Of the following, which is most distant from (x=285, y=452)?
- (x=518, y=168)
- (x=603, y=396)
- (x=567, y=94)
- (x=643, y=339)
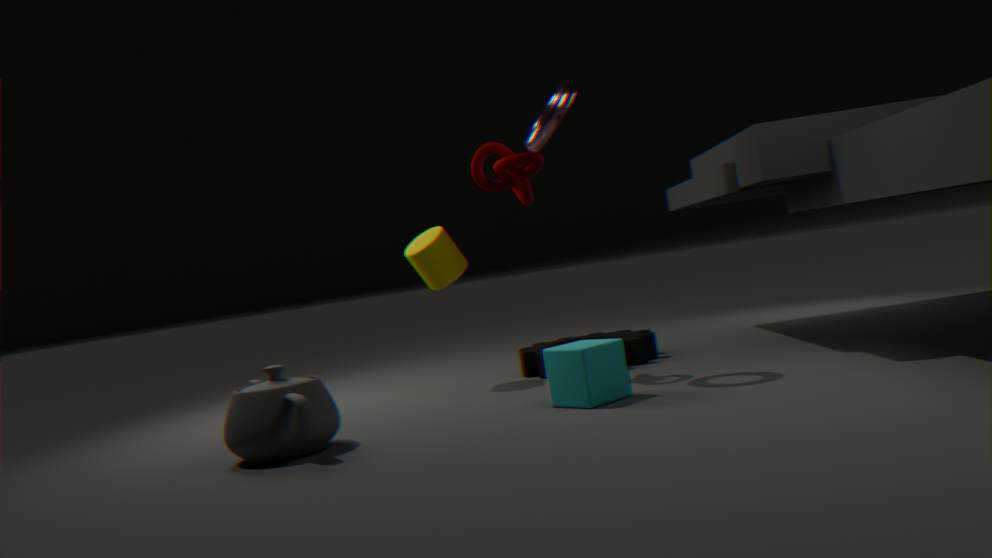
(x=643, y=339)
